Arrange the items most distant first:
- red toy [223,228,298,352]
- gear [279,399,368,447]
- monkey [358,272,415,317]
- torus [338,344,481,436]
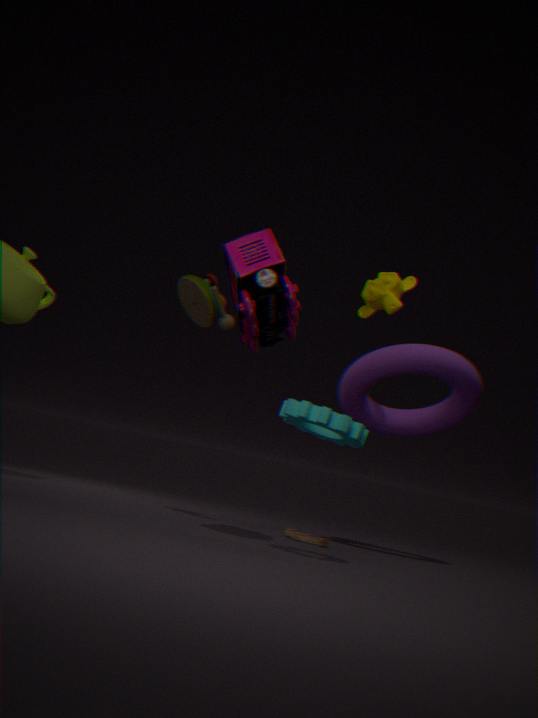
monkey [358,272,415,317] < torus [338,344,481,436] < red toy [223,228,298,352] < gear [279,399,368,447]
